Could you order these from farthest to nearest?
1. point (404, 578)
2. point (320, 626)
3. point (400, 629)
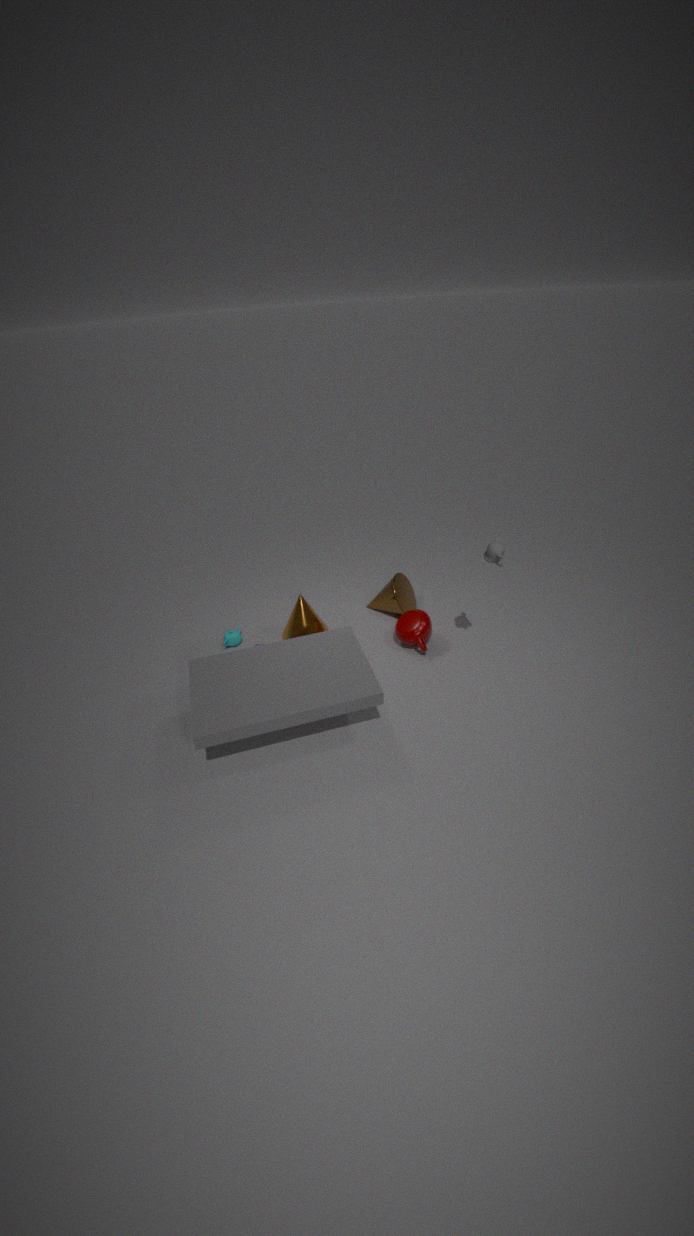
point (404, 578), point (320, 626), point (400, 629)
